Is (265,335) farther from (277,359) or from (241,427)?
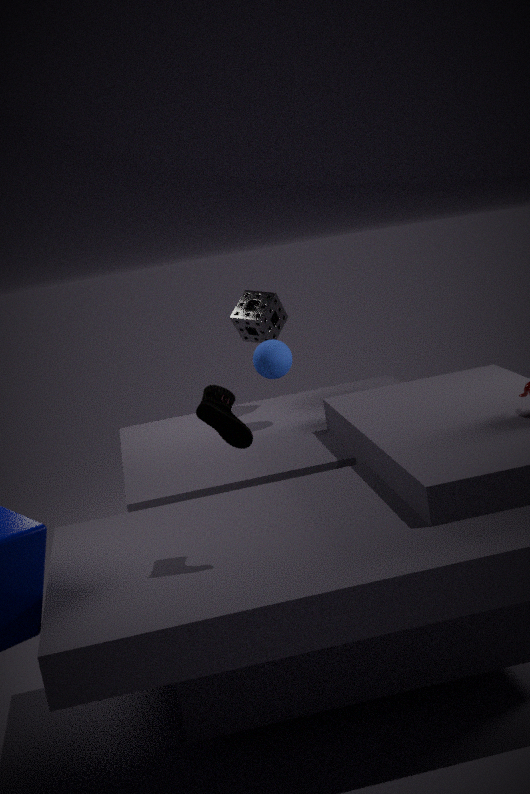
(241,427)
